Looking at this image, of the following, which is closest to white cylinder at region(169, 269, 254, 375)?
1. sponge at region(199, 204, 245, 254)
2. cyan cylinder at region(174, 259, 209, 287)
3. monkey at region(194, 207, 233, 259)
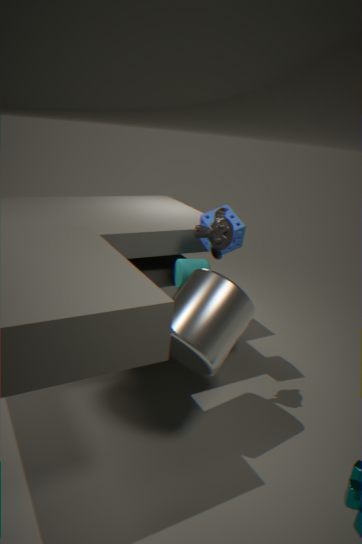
monkey at region(194, 207, 233, 259)
